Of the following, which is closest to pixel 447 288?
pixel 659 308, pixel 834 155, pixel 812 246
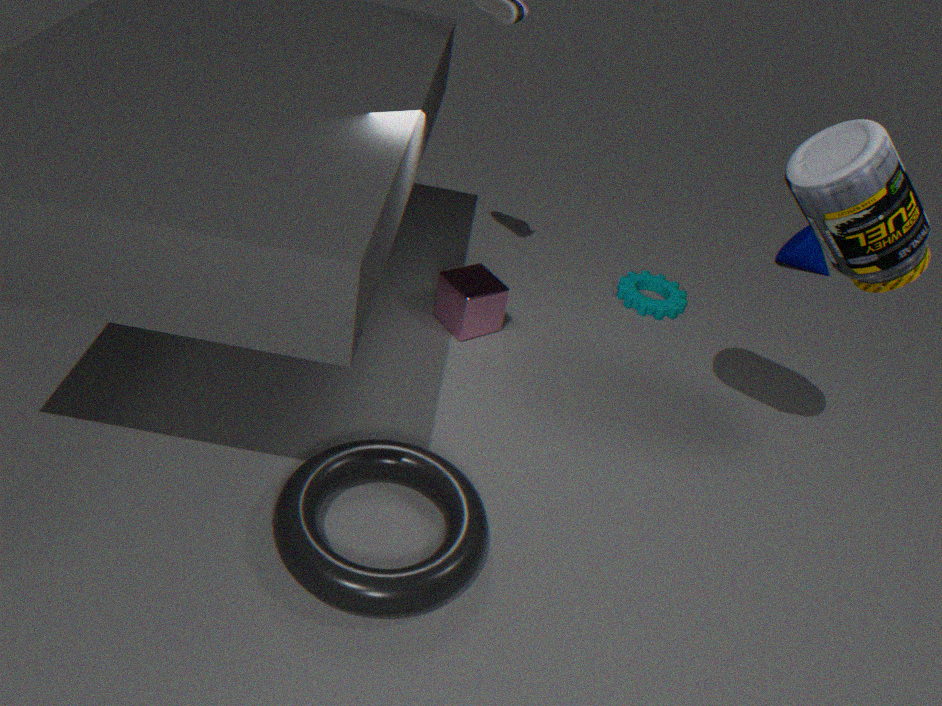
pixel 659 308
